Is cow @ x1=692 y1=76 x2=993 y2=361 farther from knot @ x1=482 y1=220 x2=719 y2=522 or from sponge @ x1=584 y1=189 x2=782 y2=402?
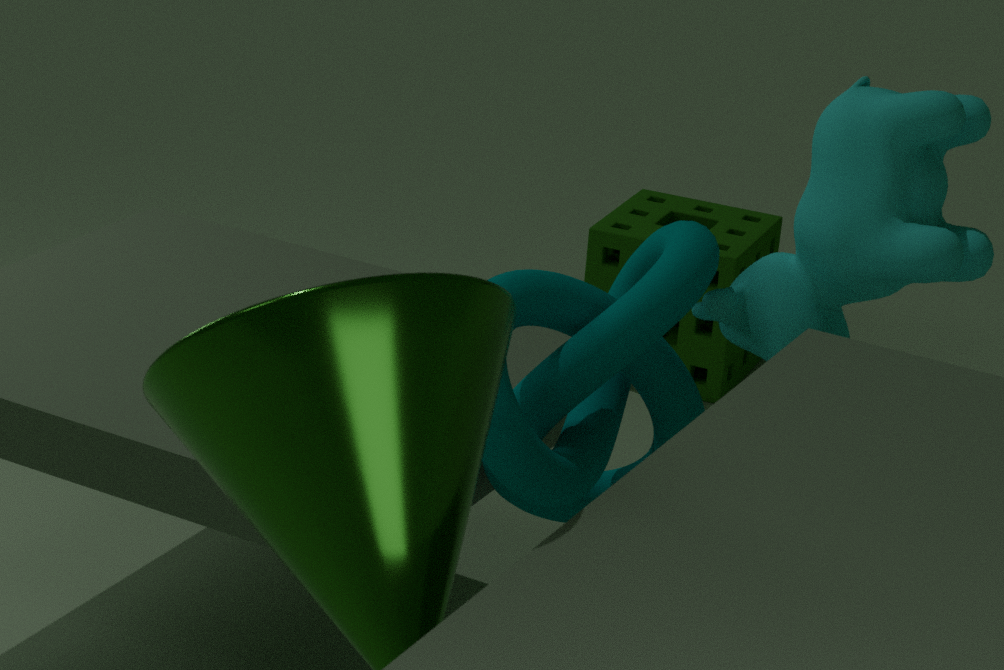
sponge @ x1=584 y1=189 x2=782 y2=402
